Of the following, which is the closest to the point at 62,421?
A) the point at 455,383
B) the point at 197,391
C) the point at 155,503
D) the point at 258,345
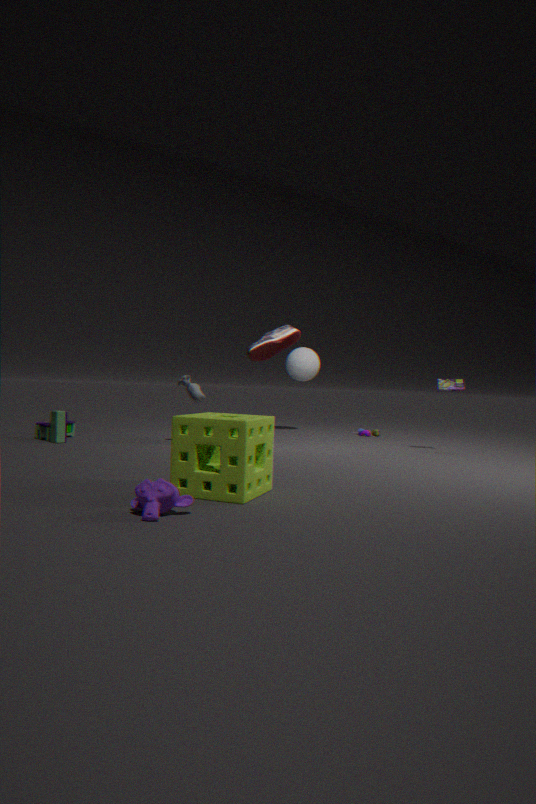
the point at 197,391
